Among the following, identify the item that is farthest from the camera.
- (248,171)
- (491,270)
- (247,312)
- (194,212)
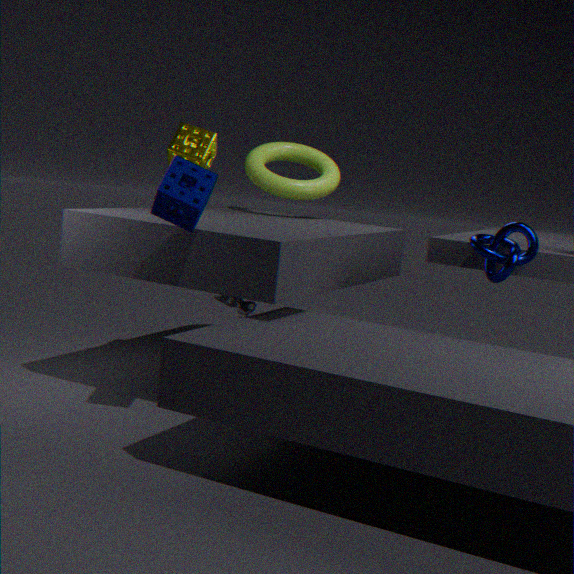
(248,171)
